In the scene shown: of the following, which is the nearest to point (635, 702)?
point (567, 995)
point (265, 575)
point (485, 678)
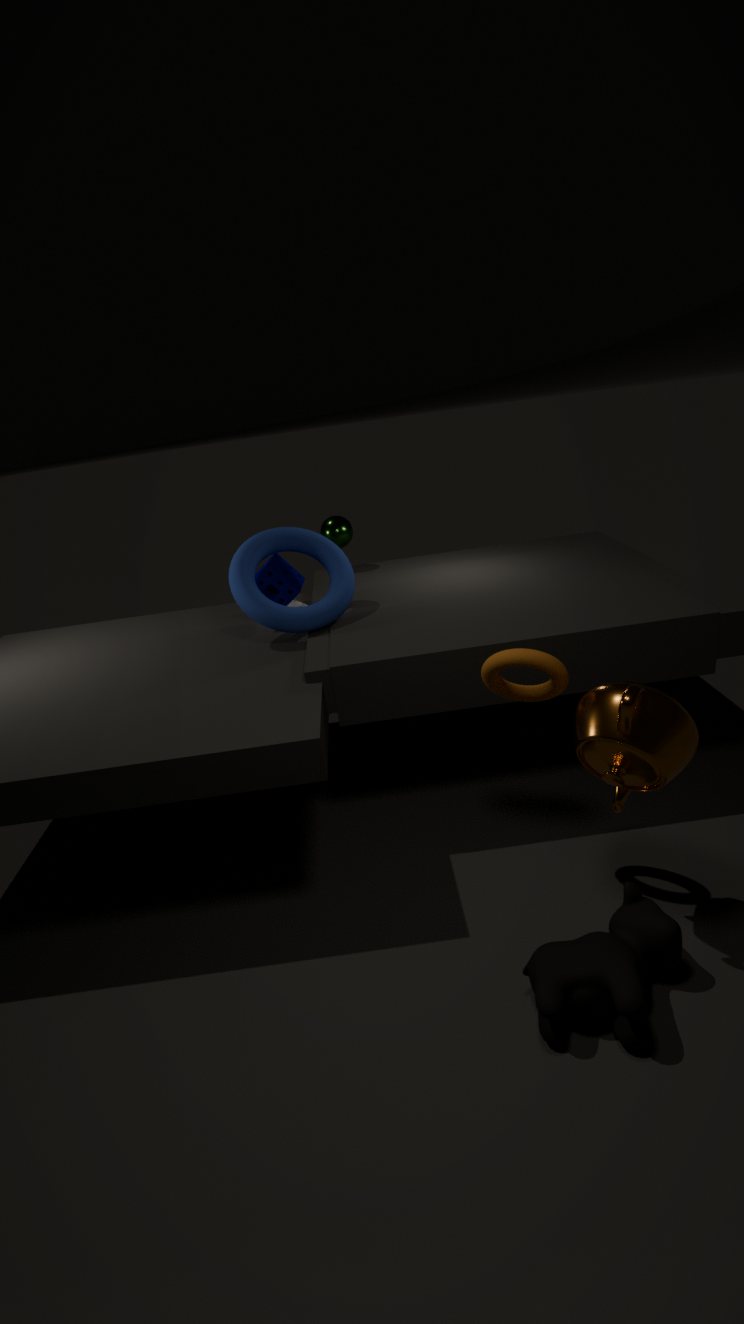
point (485, 678)
